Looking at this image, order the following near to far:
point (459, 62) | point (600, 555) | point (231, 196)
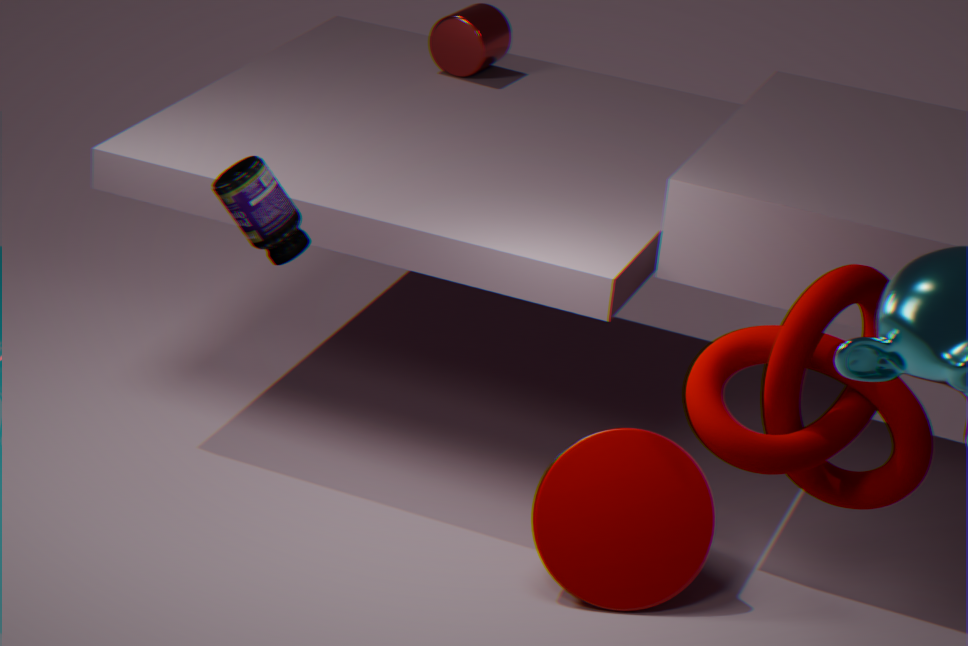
point (231, 196)
point (600, 555)
point (459, 62)
